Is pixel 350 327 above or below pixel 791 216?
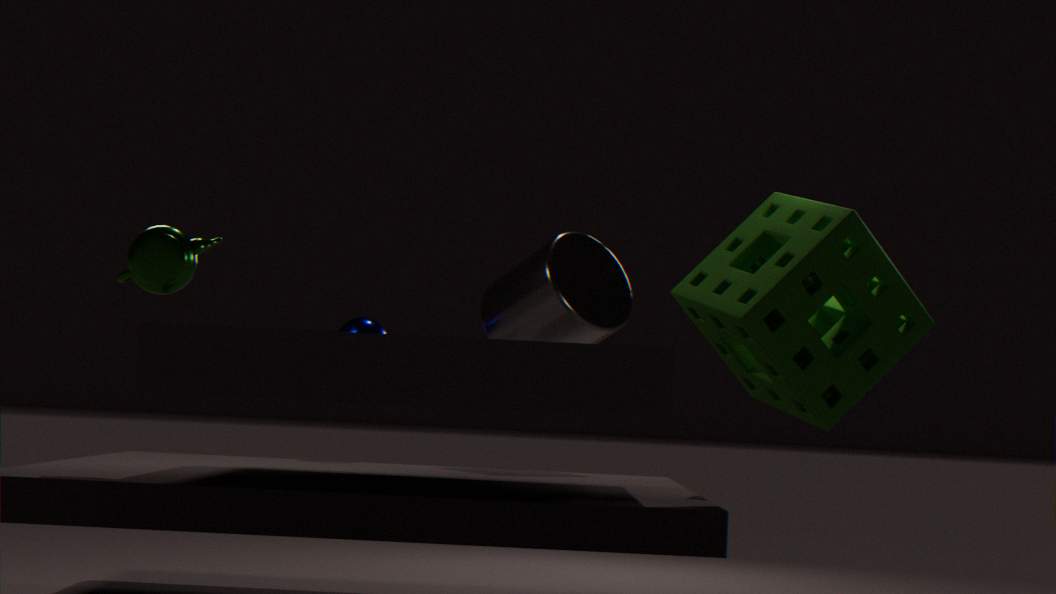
below
